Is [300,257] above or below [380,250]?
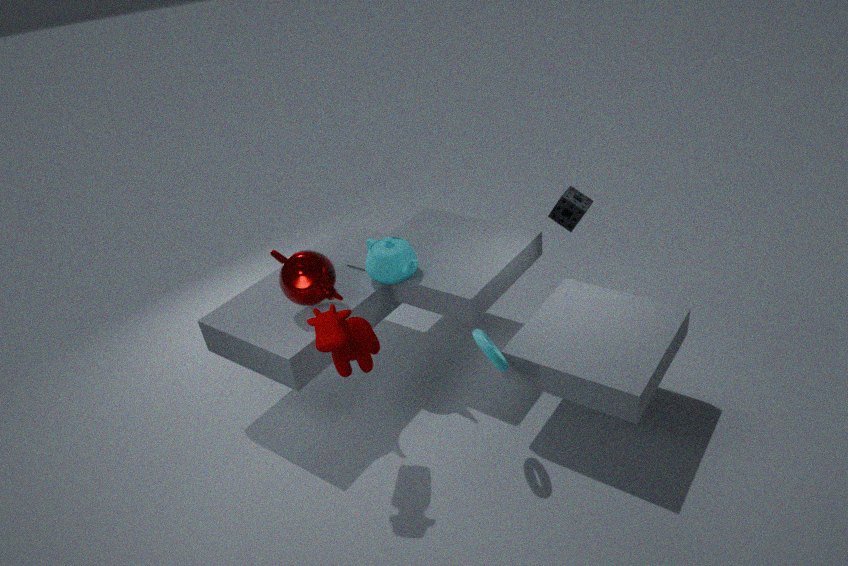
above
